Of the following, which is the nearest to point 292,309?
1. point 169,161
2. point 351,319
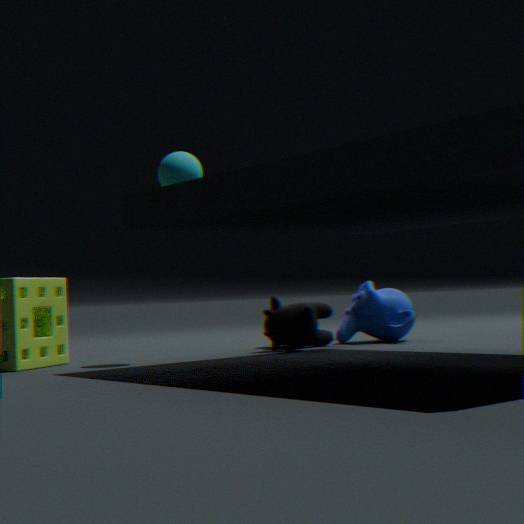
point 351,319
